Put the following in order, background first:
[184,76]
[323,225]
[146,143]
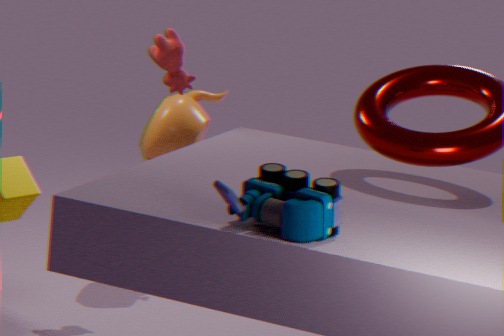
[146,143]
[184,76]
[323,225]
